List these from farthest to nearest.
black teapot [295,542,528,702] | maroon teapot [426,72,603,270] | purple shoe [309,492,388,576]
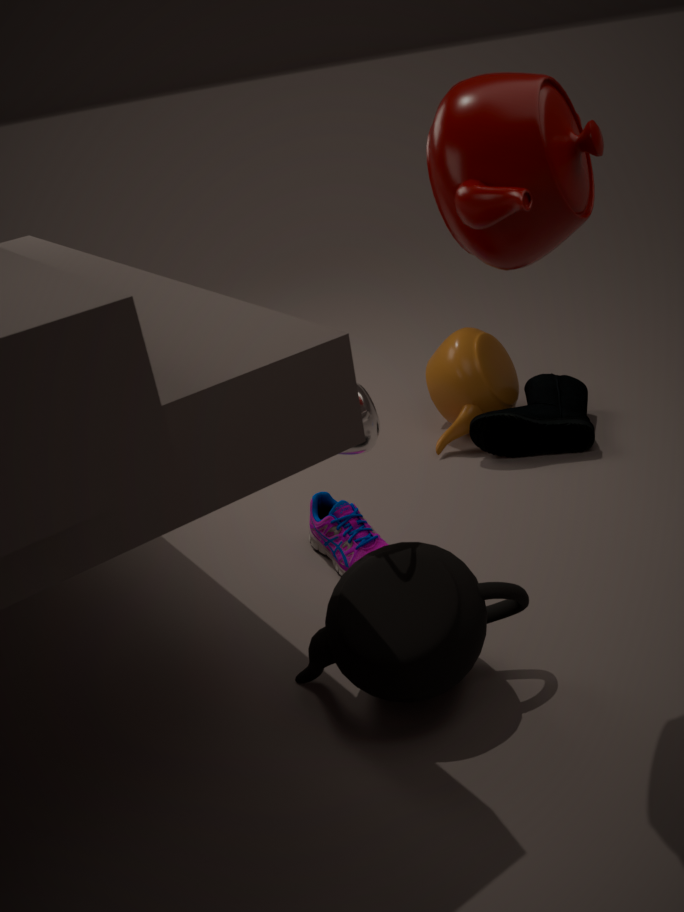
purple shoe [309,492,388,576], black teapot [295,542,528,702], maroon teapot [426,72,603,270]
